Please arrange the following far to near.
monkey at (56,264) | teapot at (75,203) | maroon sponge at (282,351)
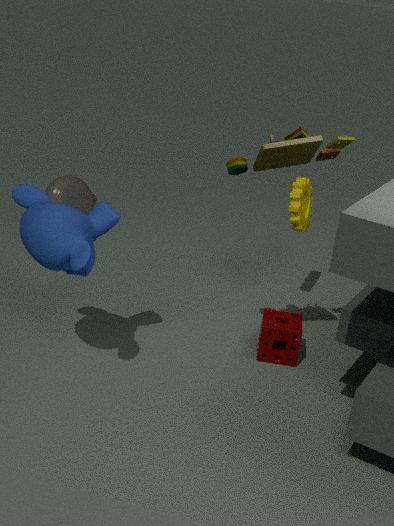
1. teapot at (75,203)
2. maroon sponge at (282,351)
3. monkey at (56,264)
